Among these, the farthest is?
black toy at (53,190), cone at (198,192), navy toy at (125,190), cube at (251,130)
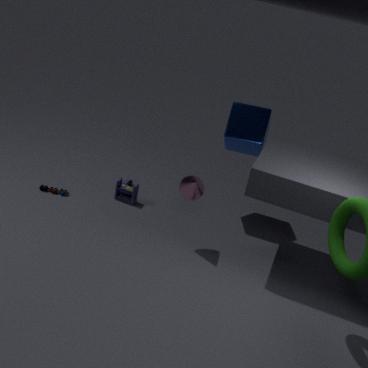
navy toy at (125,190)
